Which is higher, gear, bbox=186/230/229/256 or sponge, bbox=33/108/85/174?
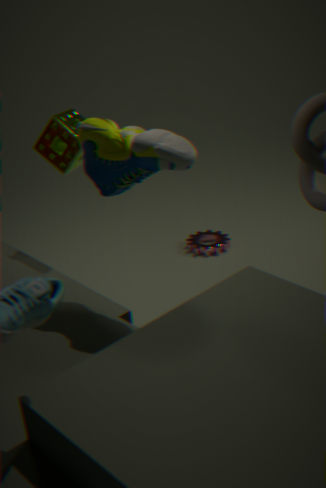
sponge, bbox=33/108/85/174
